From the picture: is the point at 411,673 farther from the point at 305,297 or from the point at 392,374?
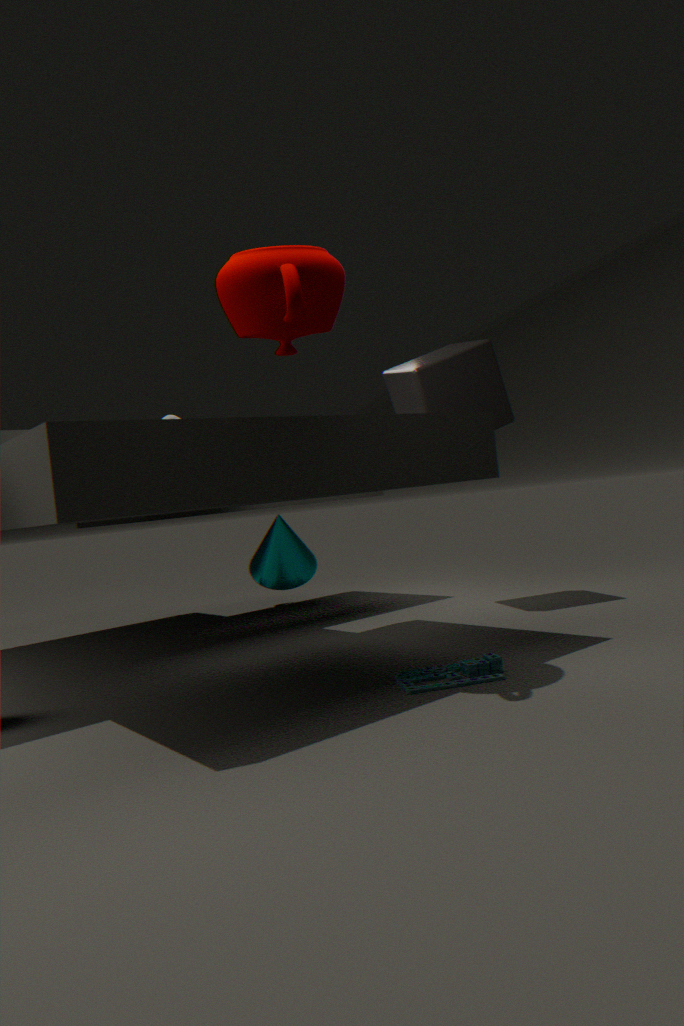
the point at 392,374
